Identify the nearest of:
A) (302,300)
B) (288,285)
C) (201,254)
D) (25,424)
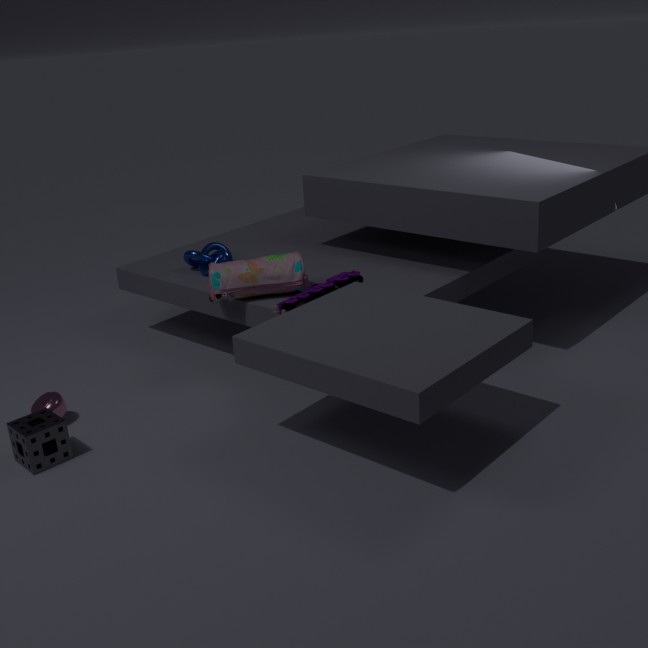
(25,424)
